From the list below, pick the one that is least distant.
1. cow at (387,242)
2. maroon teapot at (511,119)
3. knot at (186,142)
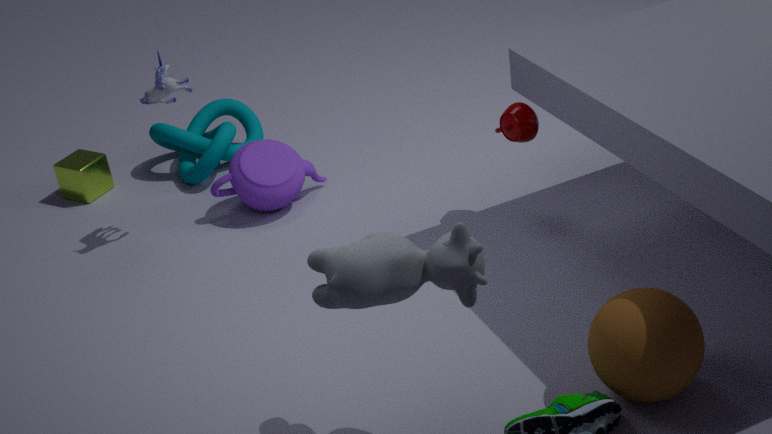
cow at (387,242)
